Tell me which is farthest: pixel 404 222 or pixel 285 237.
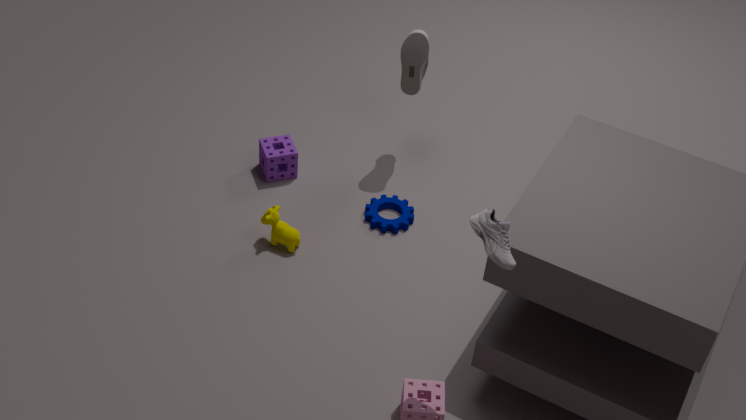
pixel 404 222
